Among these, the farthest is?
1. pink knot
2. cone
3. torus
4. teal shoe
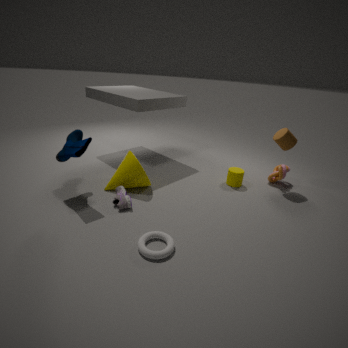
pink knot
